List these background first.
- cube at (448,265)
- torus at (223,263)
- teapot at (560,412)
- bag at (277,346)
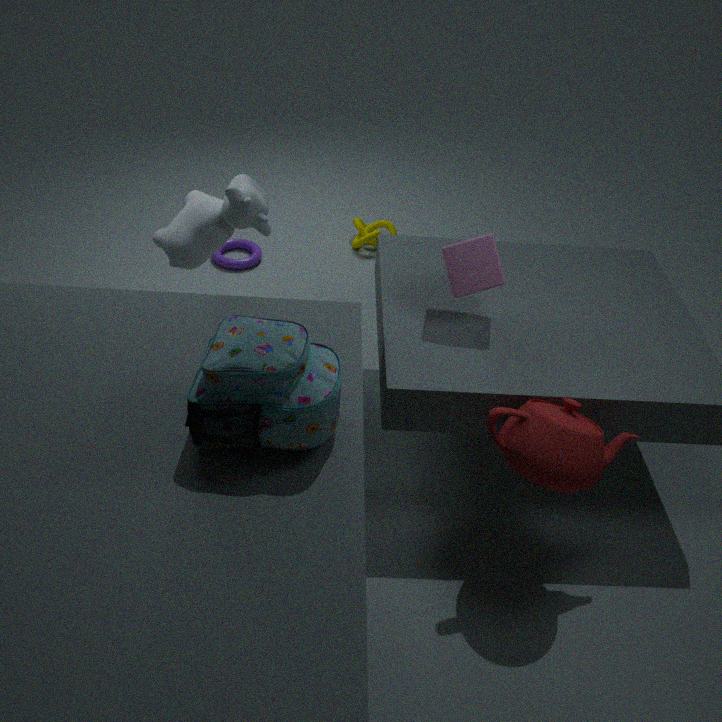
1. torus at (223,263)
2. cube at (448,265)
3. teapot at (560,412)
4. bag at (277,346)
